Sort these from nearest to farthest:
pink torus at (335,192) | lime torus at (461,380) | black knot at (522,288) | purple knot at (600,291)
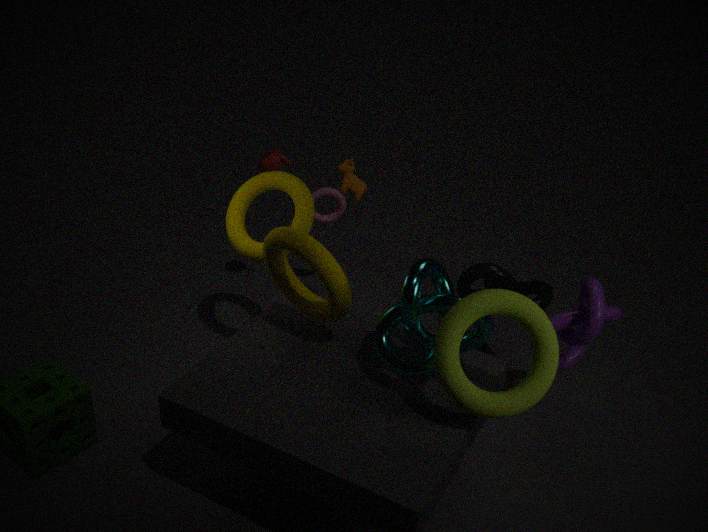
lime torus at (461,380)
purple knot at (600,291)
black knot at (522,288)
pink torus at (335,192)
